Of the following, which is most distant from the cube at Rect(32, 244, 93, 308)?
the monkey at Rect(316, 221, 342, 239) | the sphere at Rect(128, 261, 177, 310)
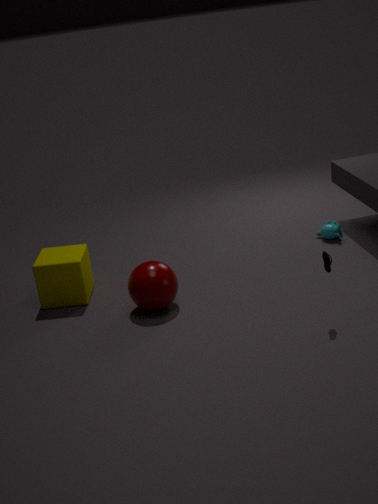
the monkey at Rect(316, 221, 342, 239)
